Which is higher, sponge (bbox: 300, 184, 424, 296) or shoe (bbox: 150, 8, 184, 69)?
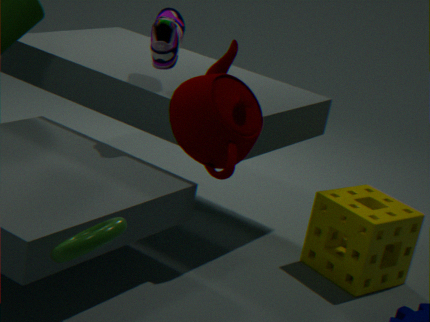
shoe (bbox: 150, 8, 184, 69)
